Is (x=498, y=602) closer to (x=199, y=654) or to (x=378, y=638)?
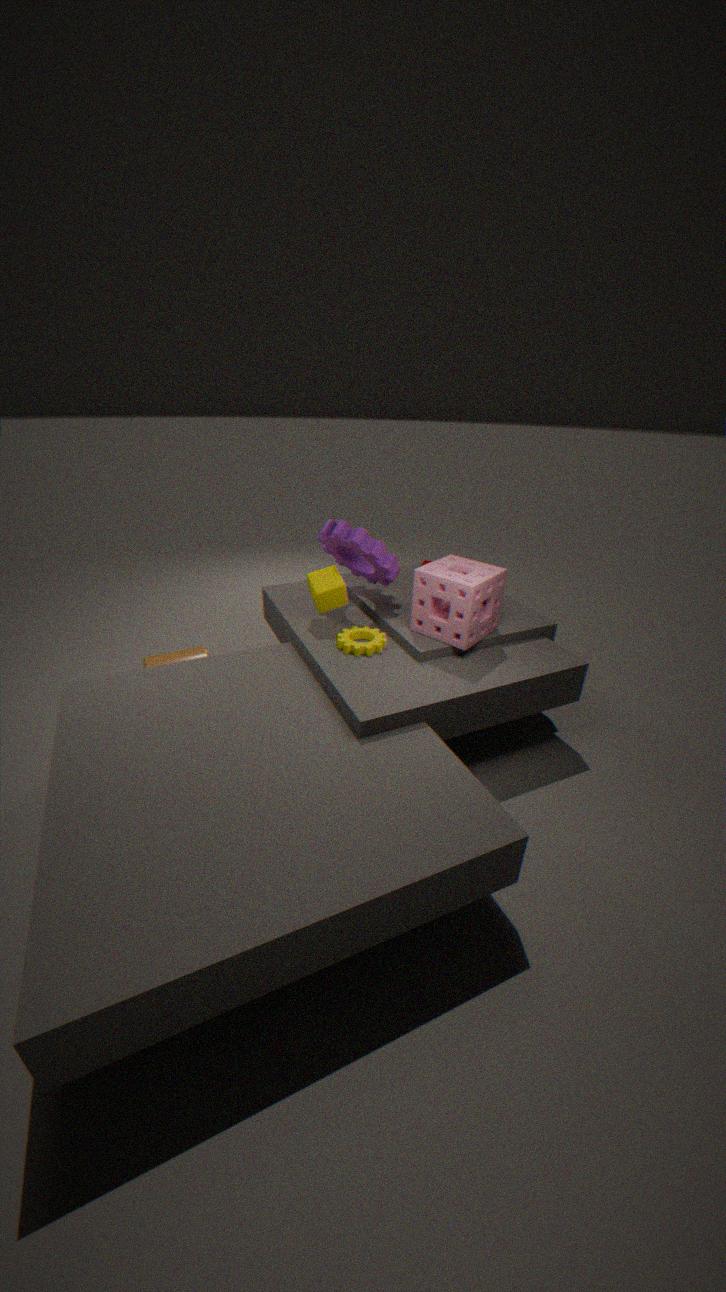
(x=378, y=638)
